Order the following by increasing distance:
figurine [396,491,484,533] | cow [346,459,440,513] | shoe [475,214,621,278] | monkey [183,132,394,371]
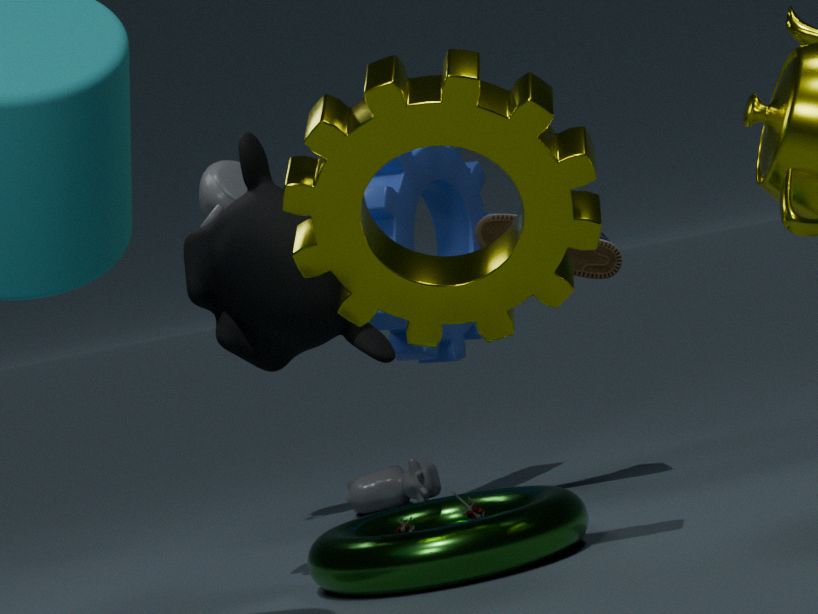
monkey [183,132,394,371], figurine [396,491,484,533], shoe [475,214,621,278], cow [346,459,440,513]
